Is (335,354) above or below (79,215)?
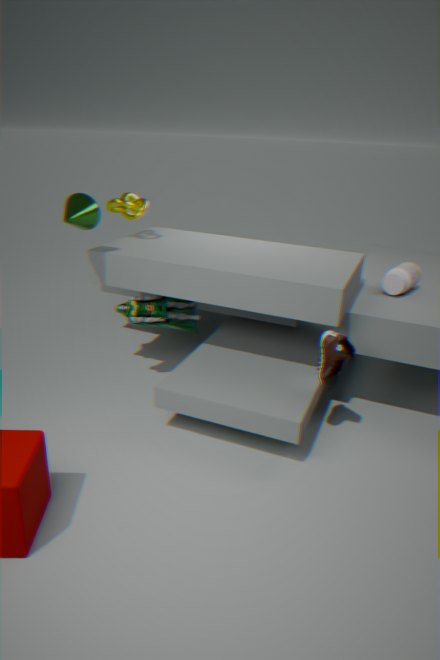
below
